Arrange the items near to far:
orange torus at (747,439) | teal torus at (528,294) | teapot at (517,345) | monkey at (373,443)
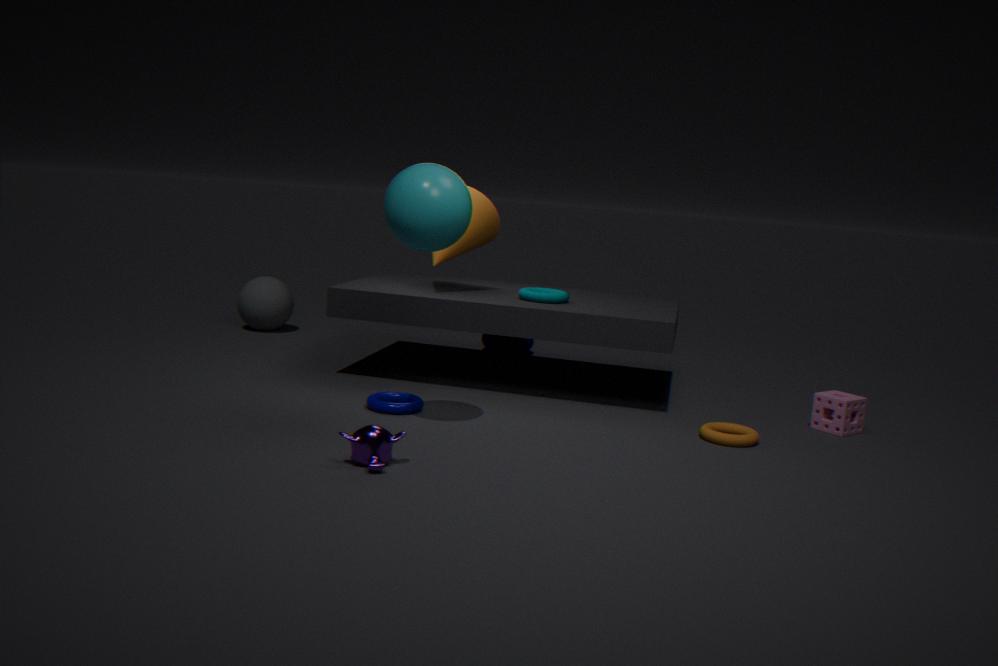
monkey at (373,443) → orange torus at (747,439) → teal torus at (528,294) → teapot at (517,345)
